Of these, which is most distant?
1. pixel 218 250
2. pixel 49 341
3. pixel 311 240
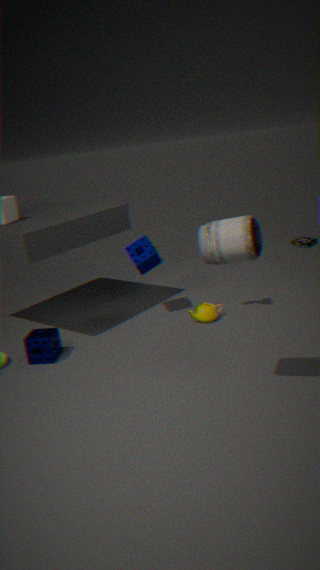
pixel 311 240
